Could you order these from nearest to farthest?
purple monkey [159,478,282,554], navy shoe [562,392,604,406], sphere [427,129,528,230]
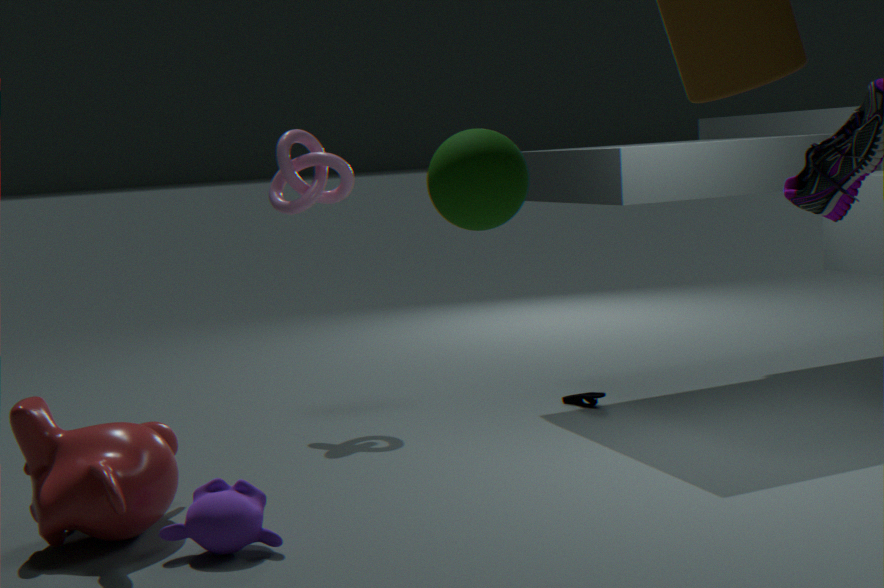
sphere [427,129,528,230]
purple monkey [159,478,282,554]
navy shoe [562,392,604,406]
